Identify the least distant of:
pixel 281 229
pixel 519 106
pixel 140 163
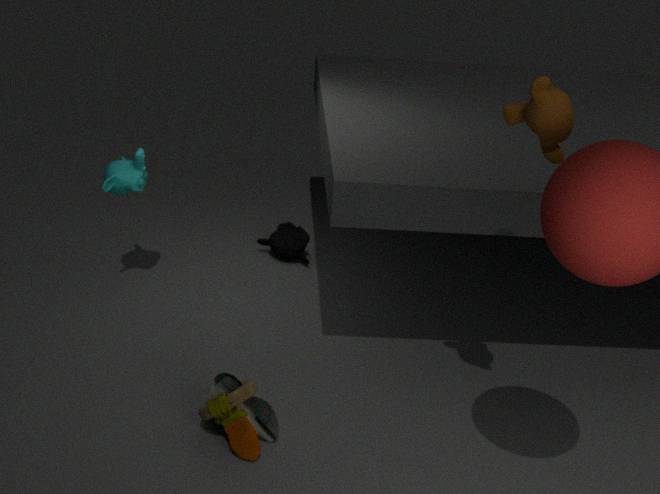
pixel 519 106
